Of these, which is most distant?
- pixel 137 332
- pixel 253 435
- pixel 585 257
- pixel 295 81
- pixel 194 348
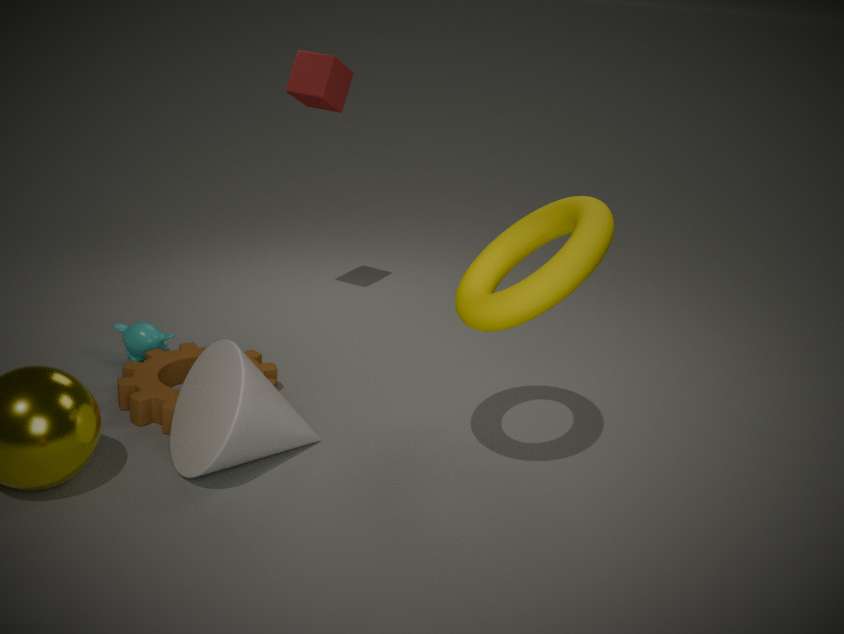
pixel 295 81
